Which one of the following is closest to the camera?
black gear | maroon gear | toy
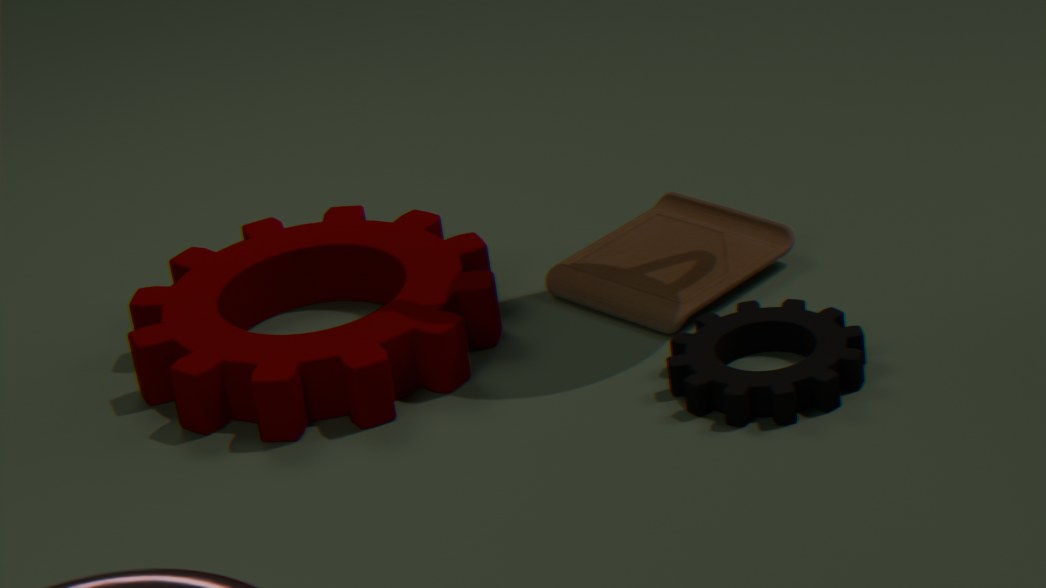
→ black gear
